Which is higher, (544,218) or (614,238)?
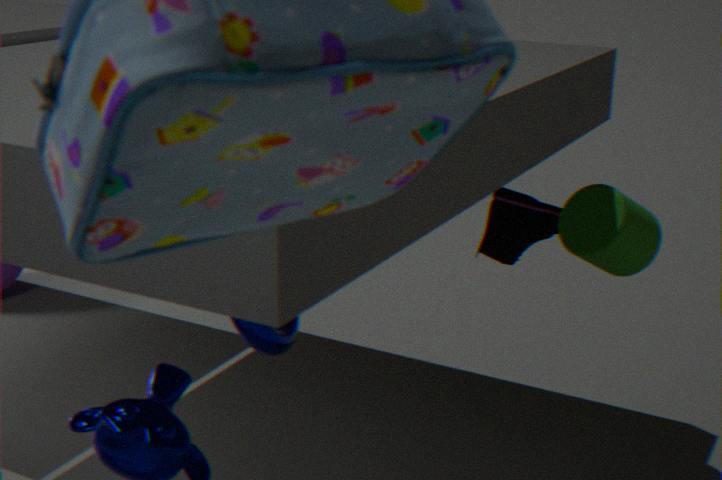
(614,238)
